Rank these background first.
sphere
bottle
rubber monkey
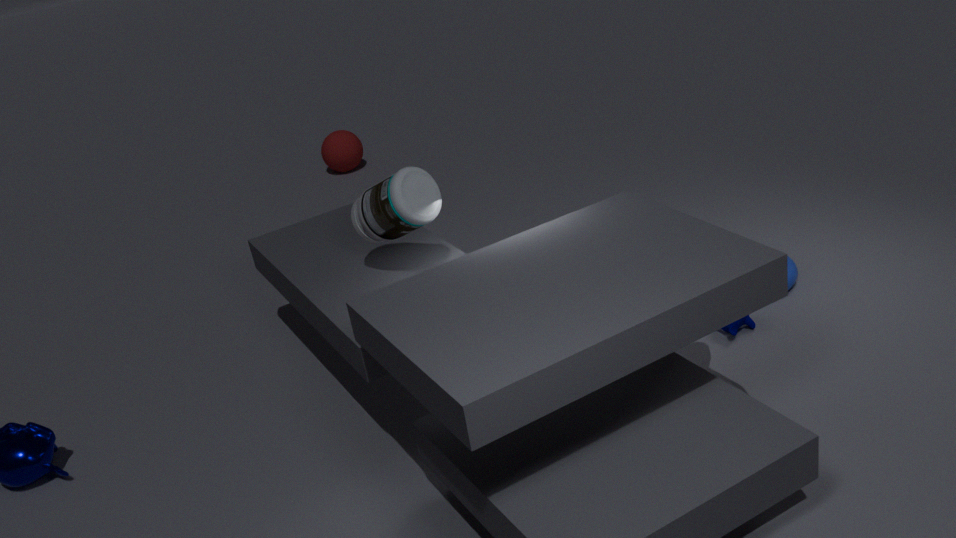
sphere
rubber monkey
bottle
